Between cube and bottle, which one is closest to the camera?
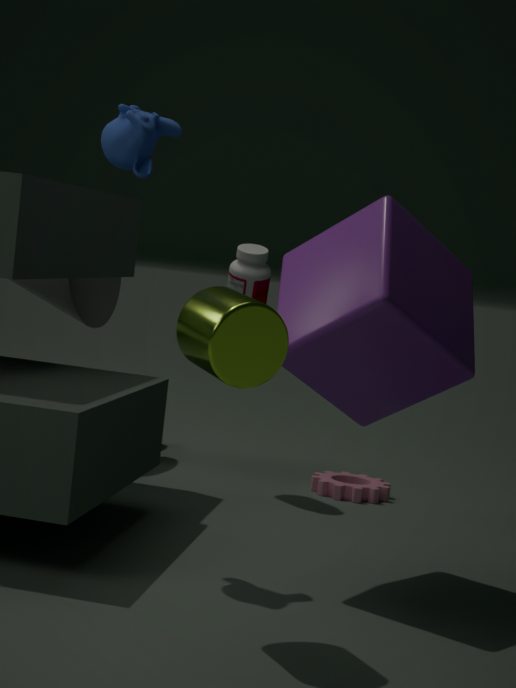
cube
